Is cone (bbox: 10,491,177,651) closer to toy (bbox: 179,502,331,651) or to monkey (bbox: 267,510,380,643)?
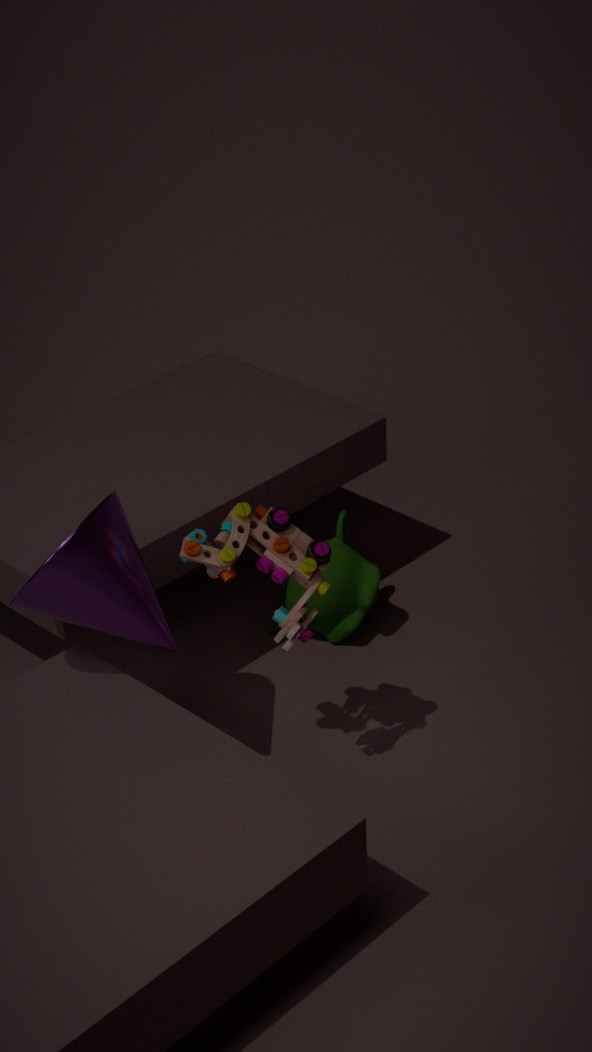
toy (bbox: 179,502,331,651)
